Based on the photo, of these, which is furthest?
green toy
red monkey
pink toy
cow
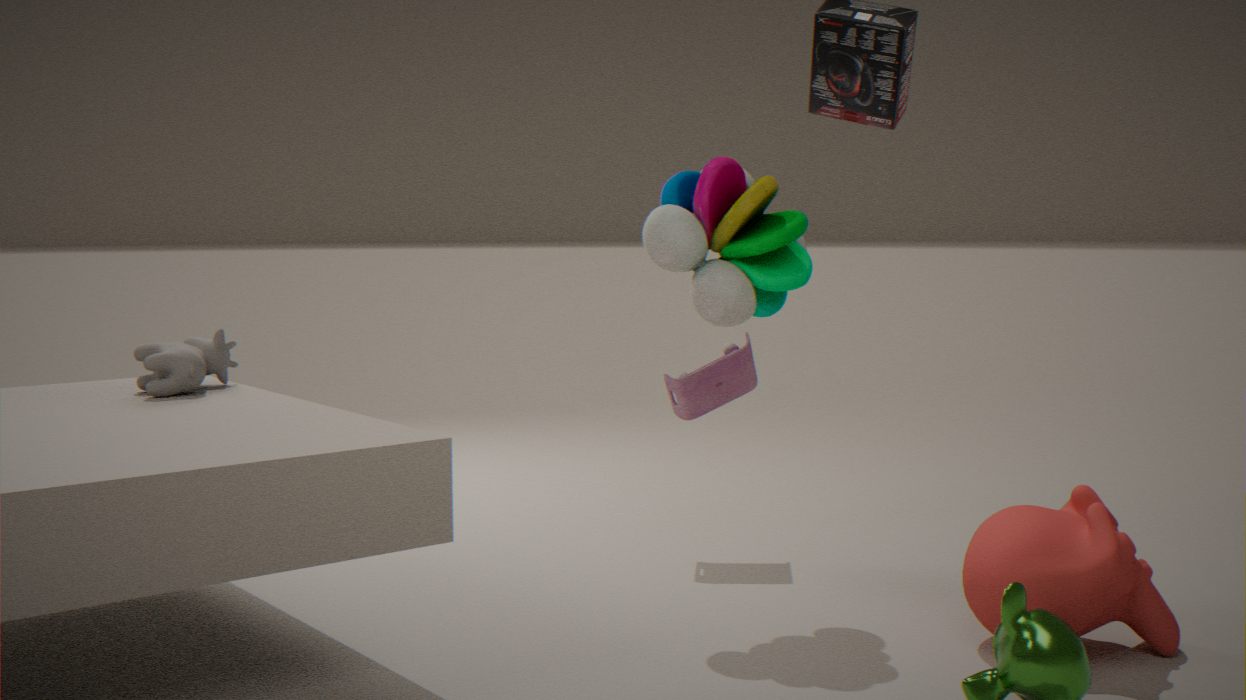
pink toy
